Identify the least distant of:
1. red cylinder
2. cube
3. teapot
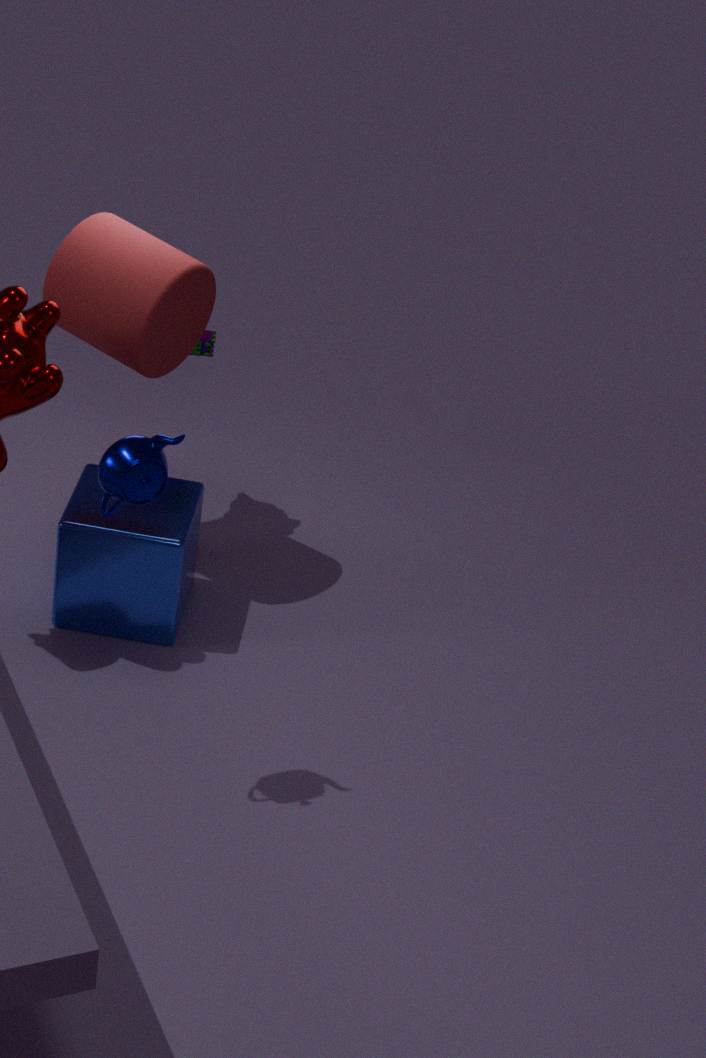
teapot
